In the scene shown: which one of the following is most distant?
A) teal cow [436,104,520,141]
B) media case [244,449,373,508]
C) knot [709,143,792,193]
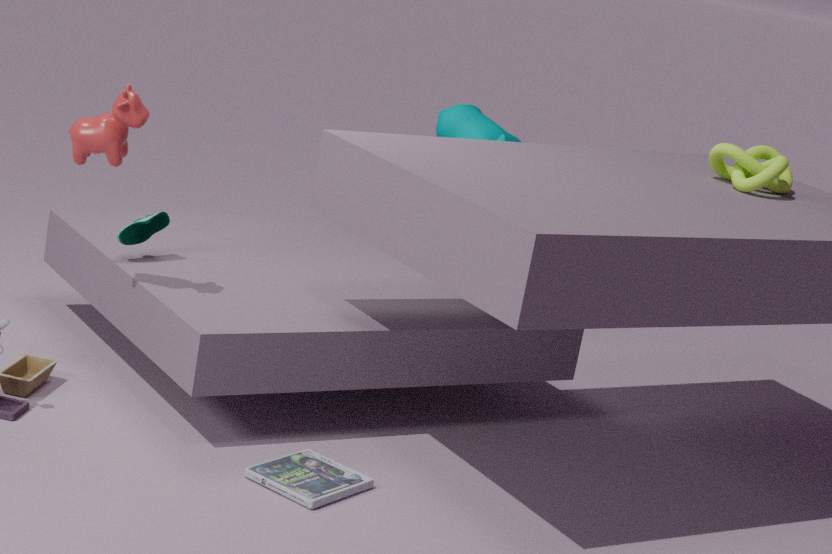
teal cow [436,104,520,141]
